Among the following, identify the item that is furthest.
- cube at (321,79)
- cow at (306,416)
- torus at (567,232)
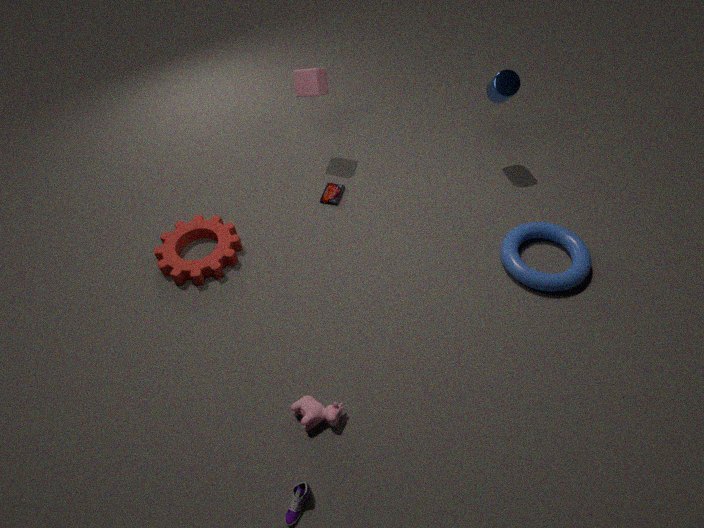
cube at (321,79)
